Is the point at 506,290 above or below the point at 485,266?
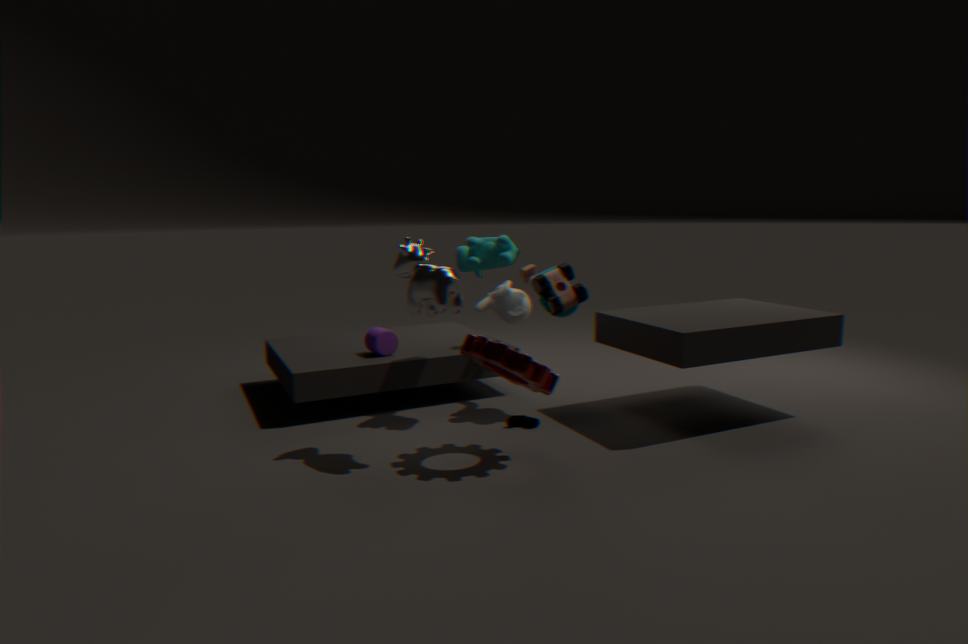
below
